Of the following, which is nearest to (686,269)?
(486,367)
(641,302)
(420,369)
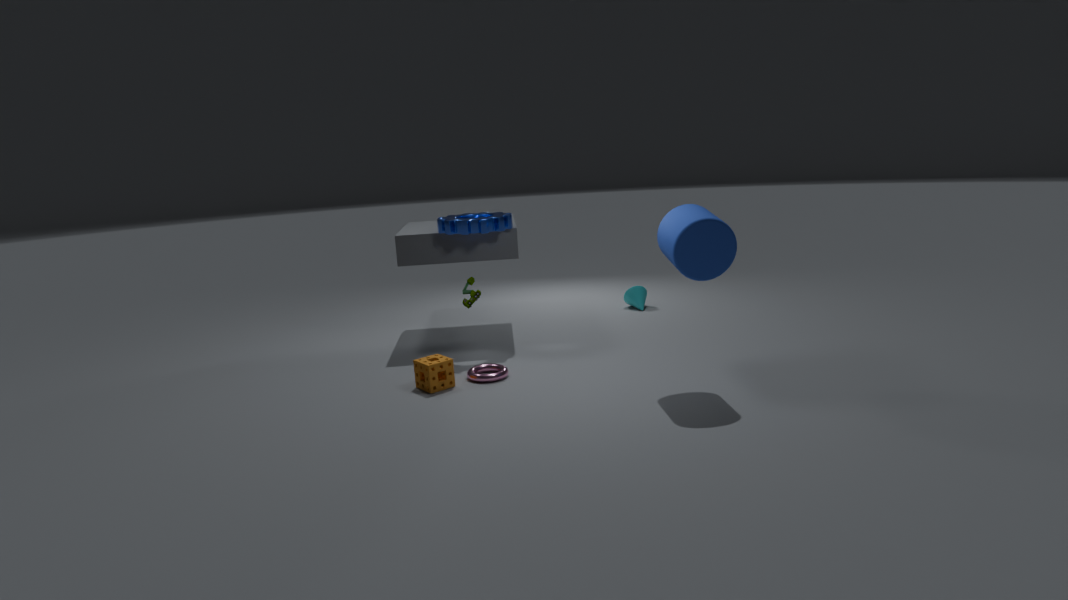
(486,367)
